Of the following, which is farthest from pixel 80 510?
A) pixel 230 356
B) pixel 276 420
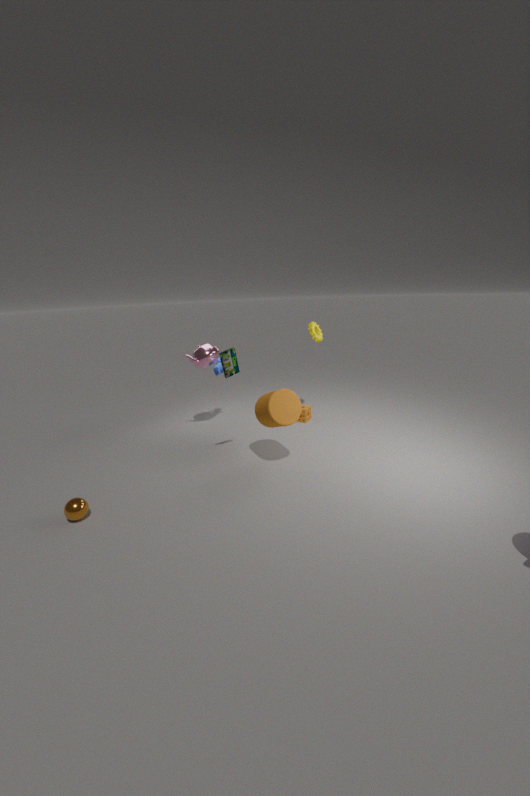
pixel 276 420
